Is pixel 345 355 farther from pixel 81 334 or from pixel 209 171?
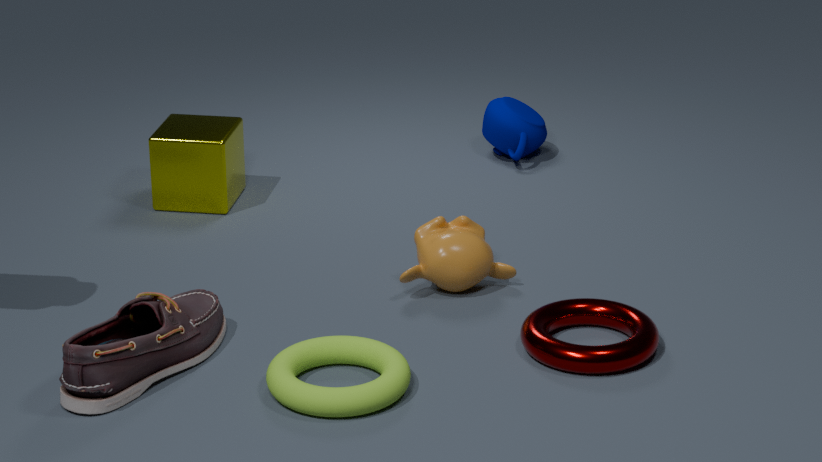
pixel 209 171
